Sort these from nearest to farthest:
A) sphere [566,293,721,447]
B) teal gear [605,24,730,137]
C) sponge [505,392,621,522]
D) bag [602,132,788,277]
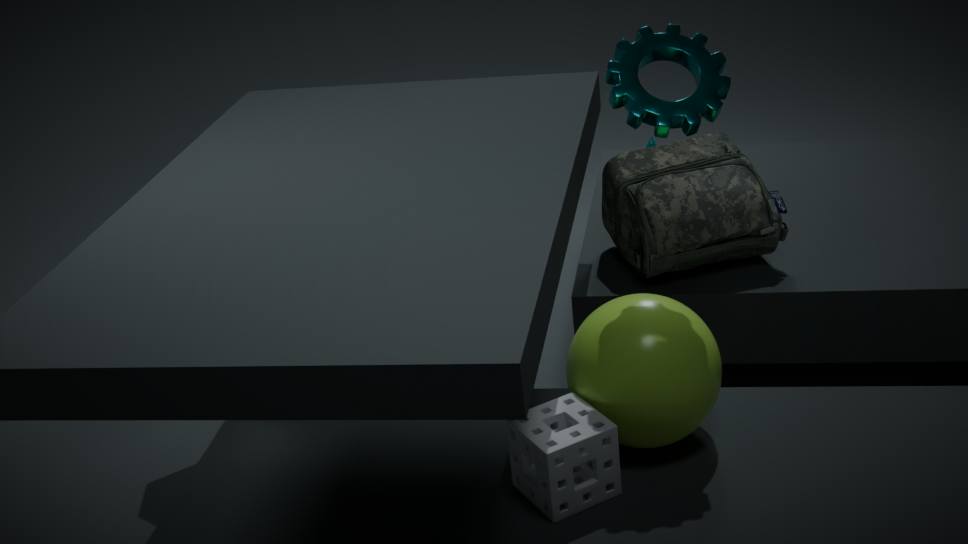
sponge [505,392,621,522]
teal gear [605,24,730,137]
sphere [566,293,721,447]
bag [602,132,788,277]
